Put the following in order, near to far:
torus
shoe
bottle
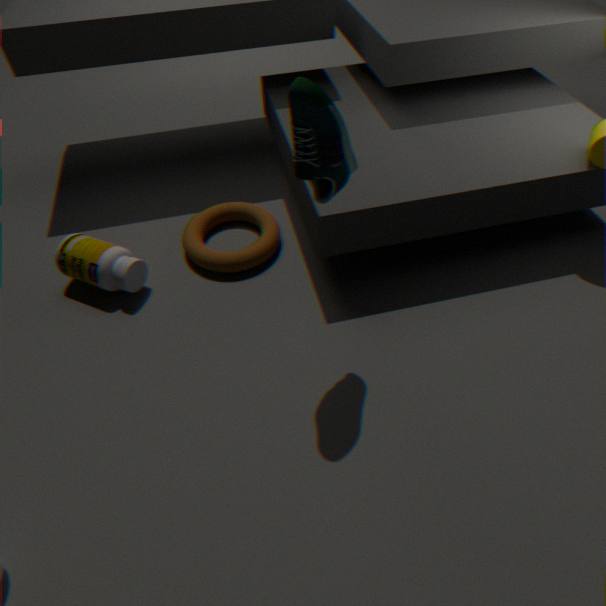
shoe, bottle, torus
